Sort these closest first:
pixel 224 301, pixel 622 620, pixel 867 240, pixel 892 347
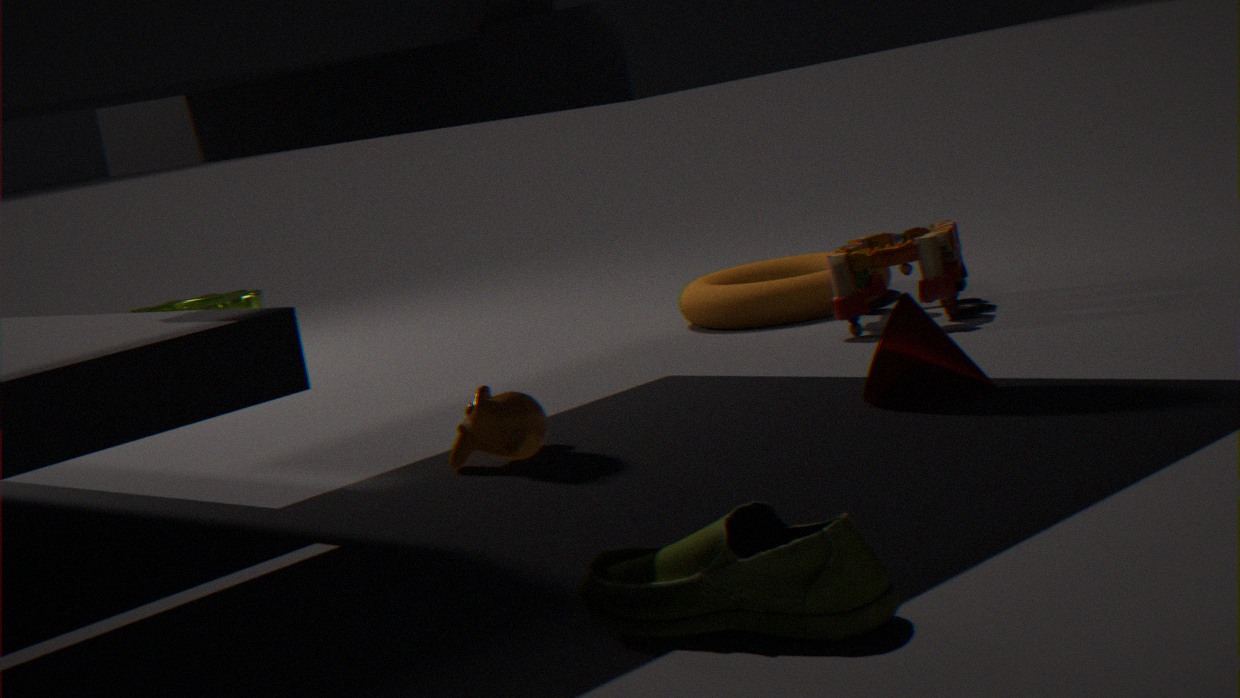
pixel 622 620
pixel 892 347
pixel 867 240
pixel 224 301
